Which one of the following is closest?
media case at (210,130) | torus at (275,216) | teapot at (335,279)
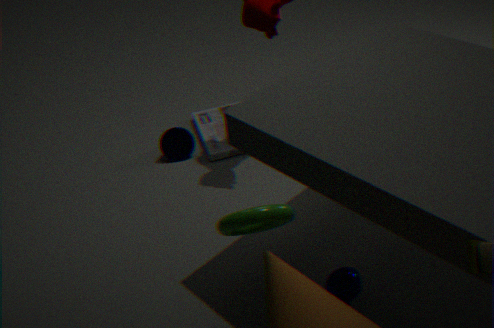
torus at (275,216)
